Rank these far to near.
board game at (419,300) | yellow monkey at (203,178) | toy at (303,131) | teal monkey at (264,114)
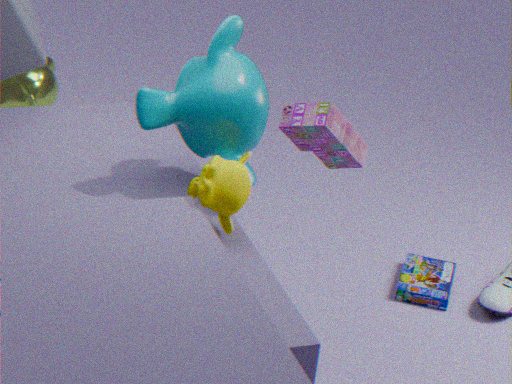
board game at (419,300), toy at (303,131), teal monkey at (264,114), yellow monkey at (203,178)
